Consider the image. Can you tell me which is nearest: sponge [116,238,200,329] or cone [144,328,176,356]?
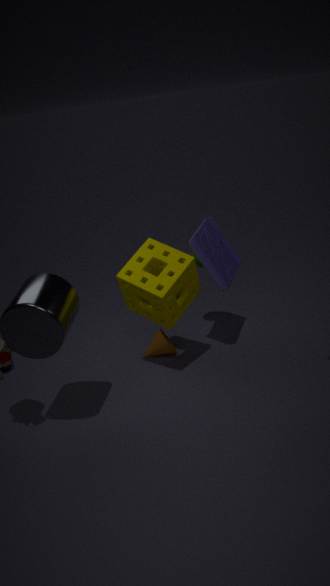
sponge [116,238,200,329]
